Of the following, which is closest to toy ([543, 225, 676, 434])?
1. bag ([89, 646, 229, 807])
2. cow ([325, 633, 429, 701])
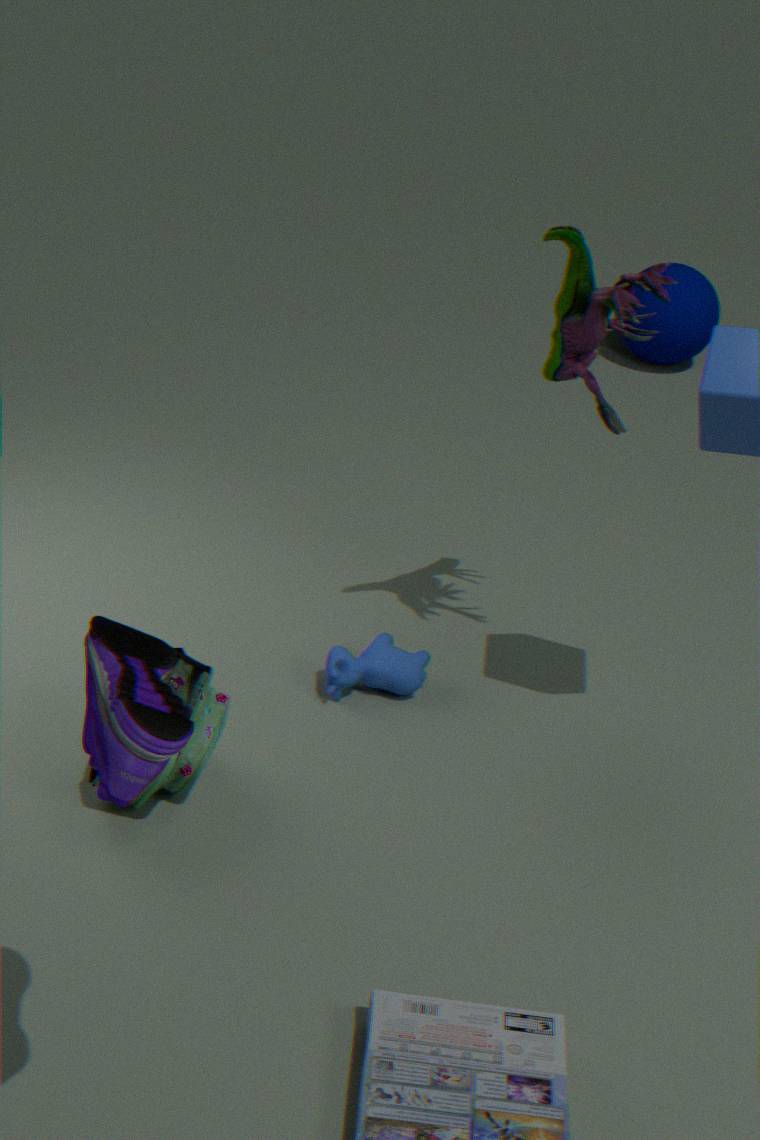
cow ([325, 633, 429, 701])
